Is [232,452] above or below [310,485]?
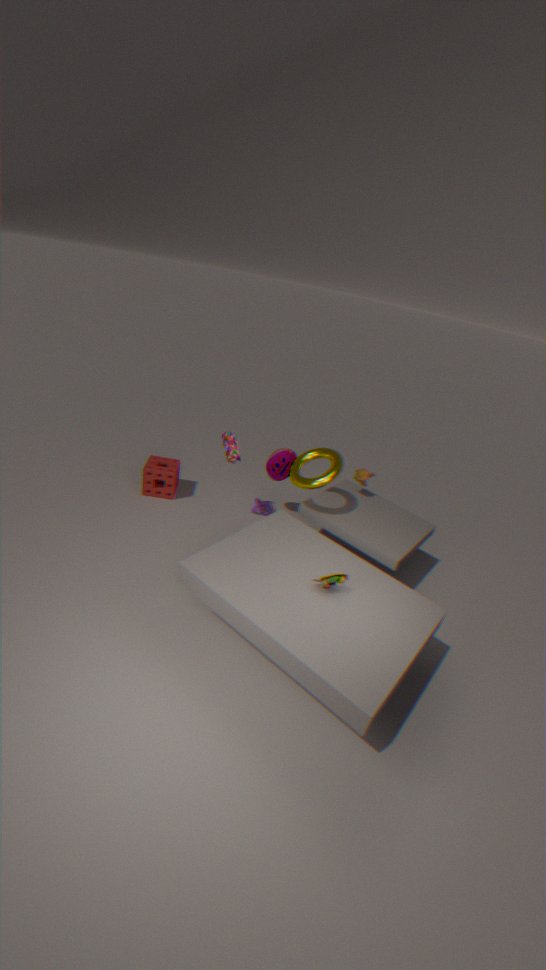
below
